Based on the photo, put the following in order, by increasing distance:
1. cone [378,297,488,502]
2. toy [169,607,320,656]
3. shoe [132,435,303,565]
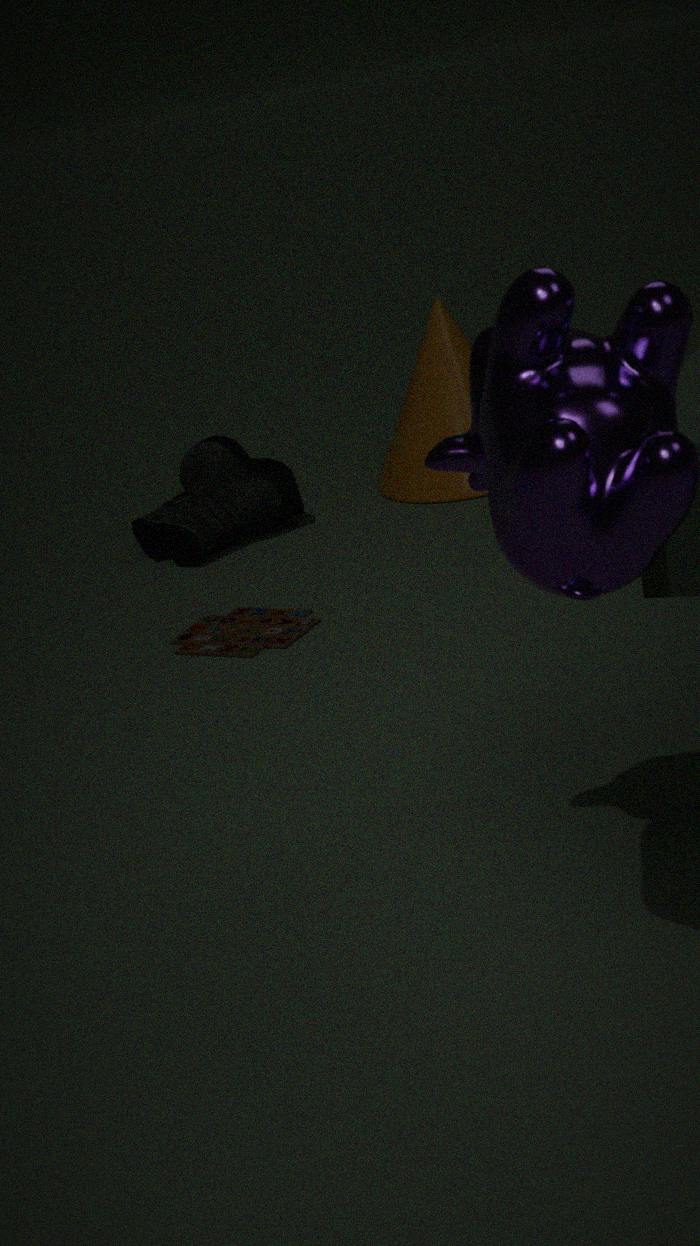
toy [169,607,320,656] → shoe [132,435,303,565] → cone [378,297,488,502]
